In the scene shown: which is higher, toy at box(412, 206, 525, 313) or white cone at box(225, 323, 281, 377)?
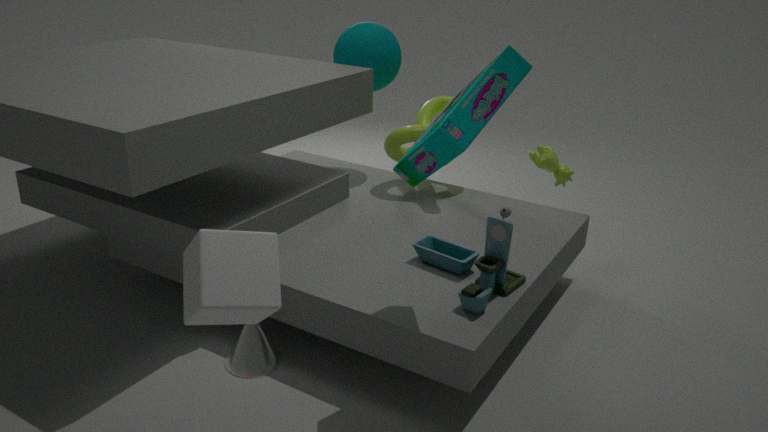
toy at box(412, 206, 525, 313)
